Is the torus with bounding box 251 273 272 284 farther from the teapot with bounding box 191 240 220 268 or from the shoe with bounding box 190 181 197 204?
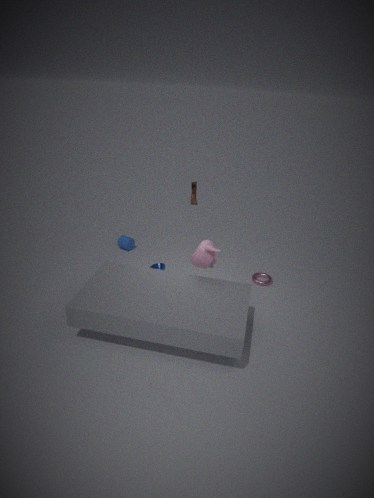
the shoe with bounding box 190 181 197 204
